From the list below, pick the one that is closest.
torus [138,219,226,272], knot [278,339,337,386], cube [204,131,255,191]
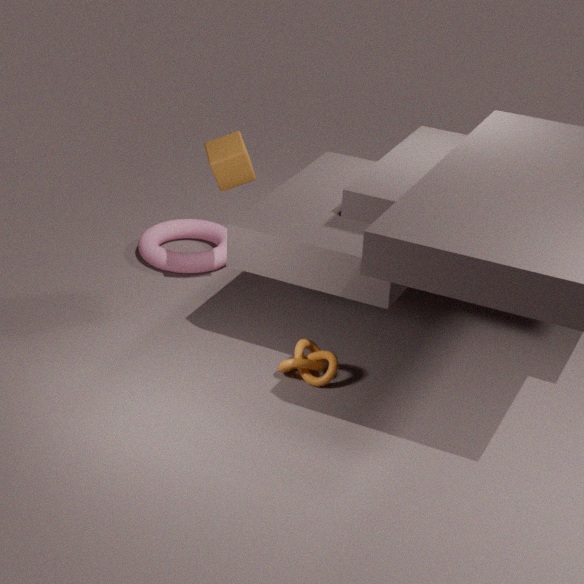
knot [278,339,337,386]
